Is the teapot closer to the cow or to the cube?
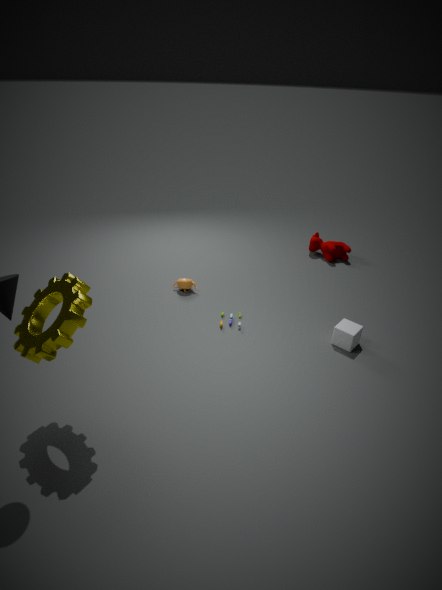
the cube
